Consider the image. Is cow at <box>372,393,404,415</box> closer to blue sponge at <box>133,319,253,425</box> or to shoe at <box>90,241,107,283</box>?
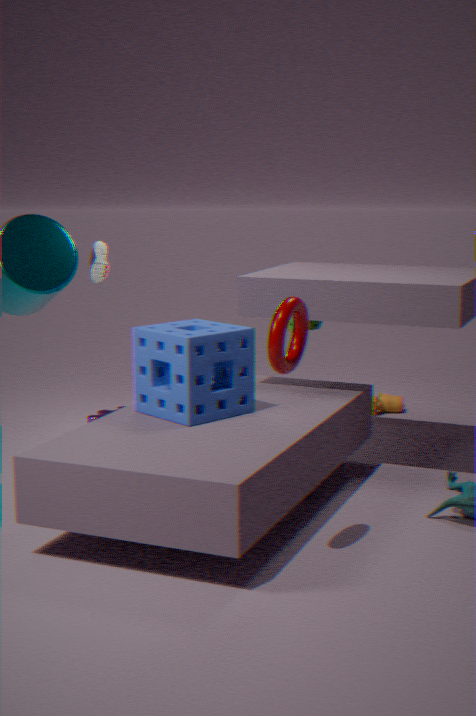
blue sponge at <box>133,319,253,425</box>
